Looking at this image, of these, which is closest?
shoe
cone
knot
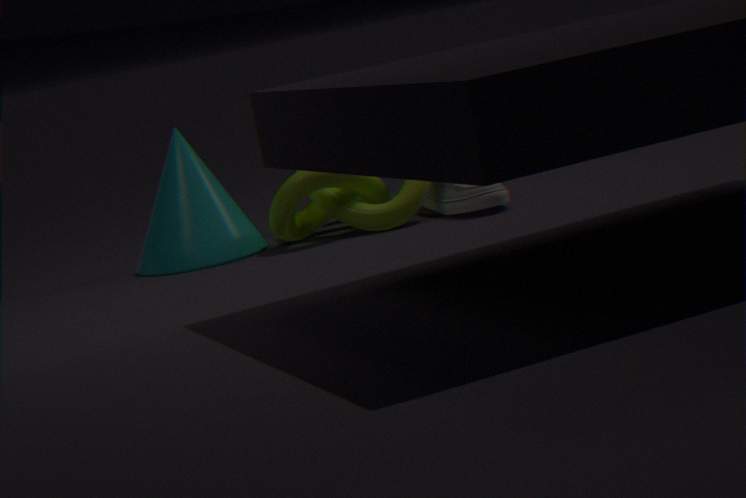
shoe
